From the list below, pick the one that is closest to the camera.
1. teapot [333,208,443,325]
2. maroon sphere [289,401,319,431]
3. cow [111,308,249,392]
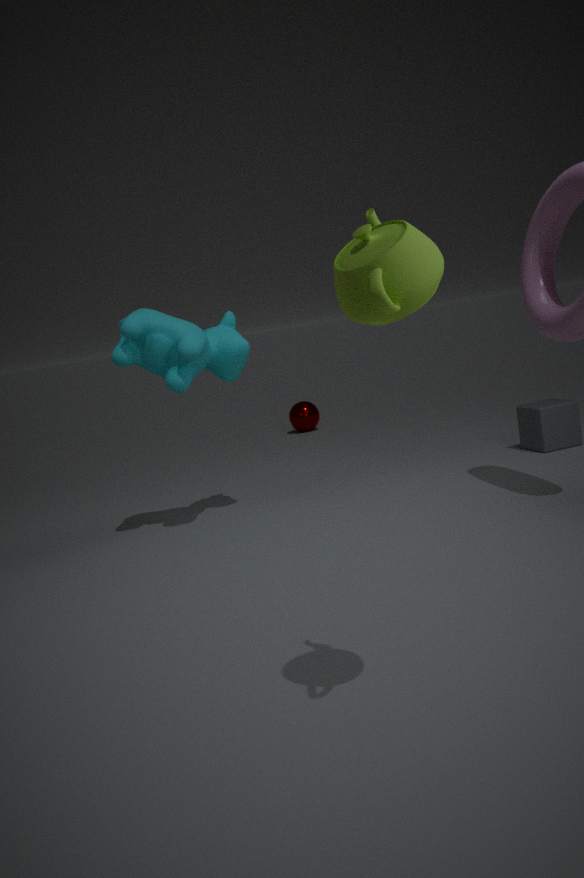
teapot [333,208,443,325]
